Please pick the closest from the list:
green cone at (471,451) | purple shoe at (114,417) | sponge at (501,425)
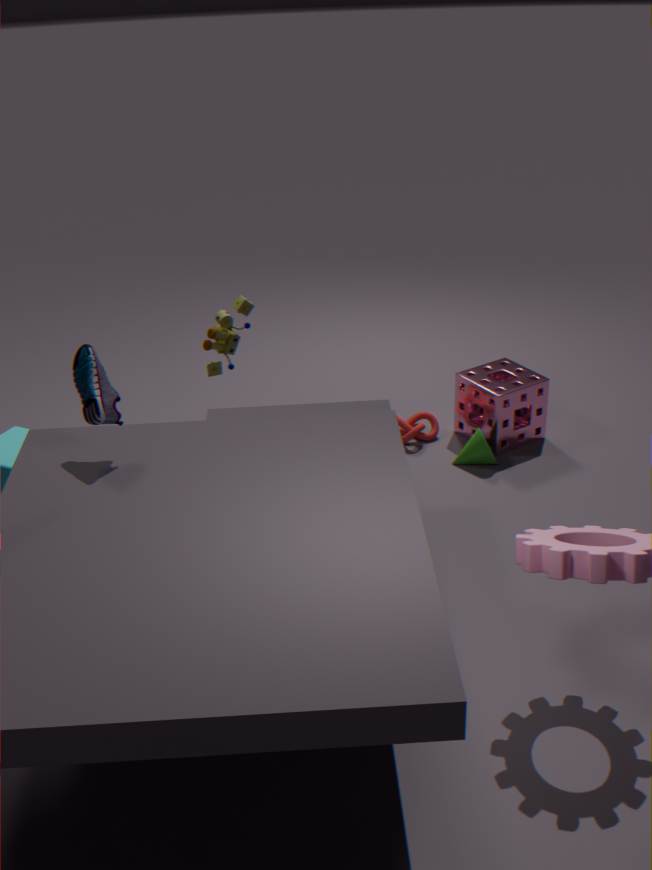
purple shoe at (114,417)
